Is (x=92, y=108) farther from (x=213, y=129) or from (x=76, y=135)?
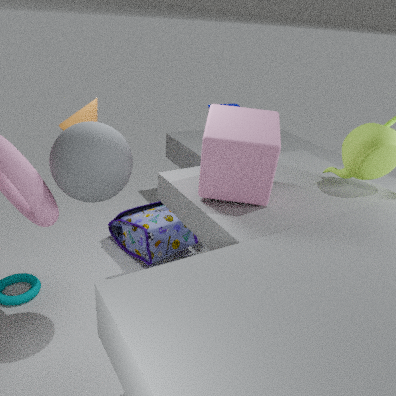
(x=213, y=129)
